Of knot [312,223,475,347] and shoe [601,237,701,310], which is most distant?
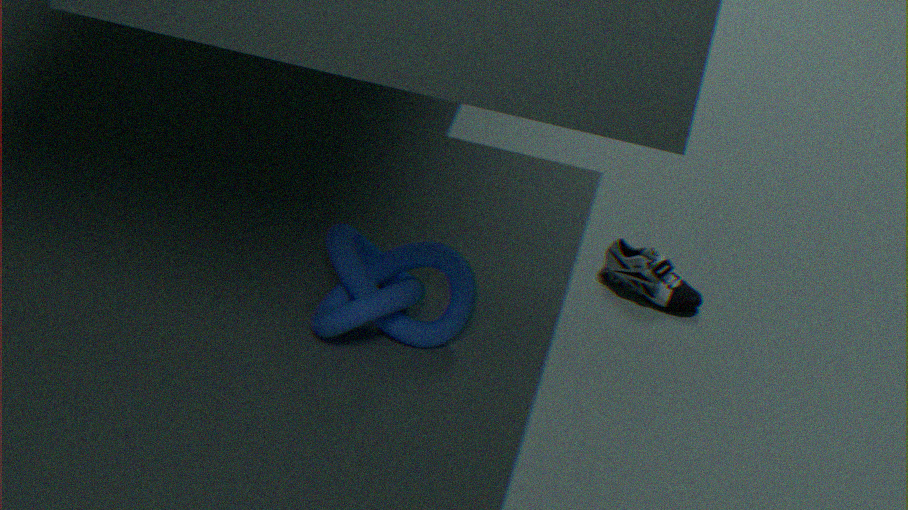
shoe [601,237,701,310]
